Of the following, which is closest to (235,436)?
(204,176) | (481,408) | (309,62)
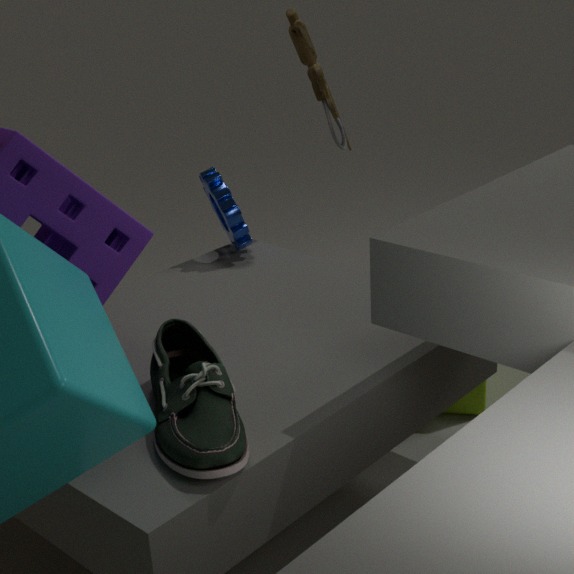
(204,176)
